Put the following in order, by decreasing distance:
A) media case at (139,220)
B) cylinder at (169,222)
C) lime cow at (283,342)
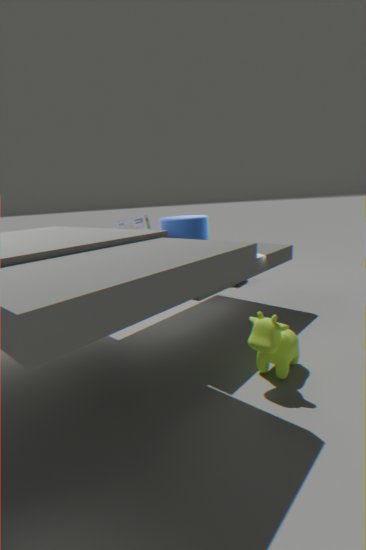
media case at (139,220) < cylinder at (169,222) < lime cow at (283,342)
